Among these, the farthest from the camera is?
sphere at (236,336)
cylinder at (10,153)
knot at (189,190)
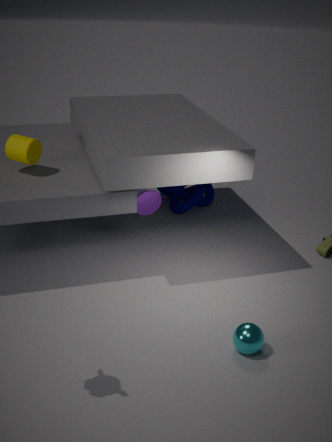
knot at (189,190)
